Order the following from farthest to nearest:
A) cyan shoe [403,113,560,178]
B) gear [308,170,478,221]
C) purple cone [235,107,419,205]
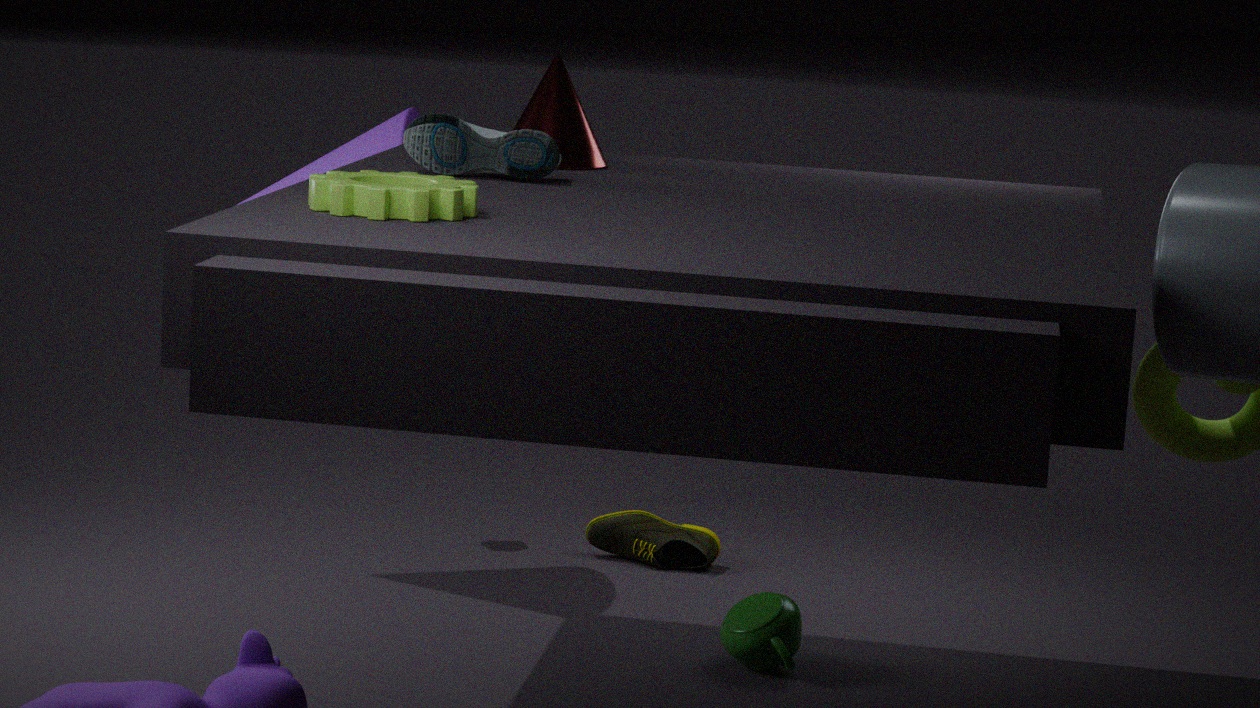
1. purple cone [235,107,419,205]
2. cyan shoe [403,113,560,178]
3. gear [308,170,478,221]
